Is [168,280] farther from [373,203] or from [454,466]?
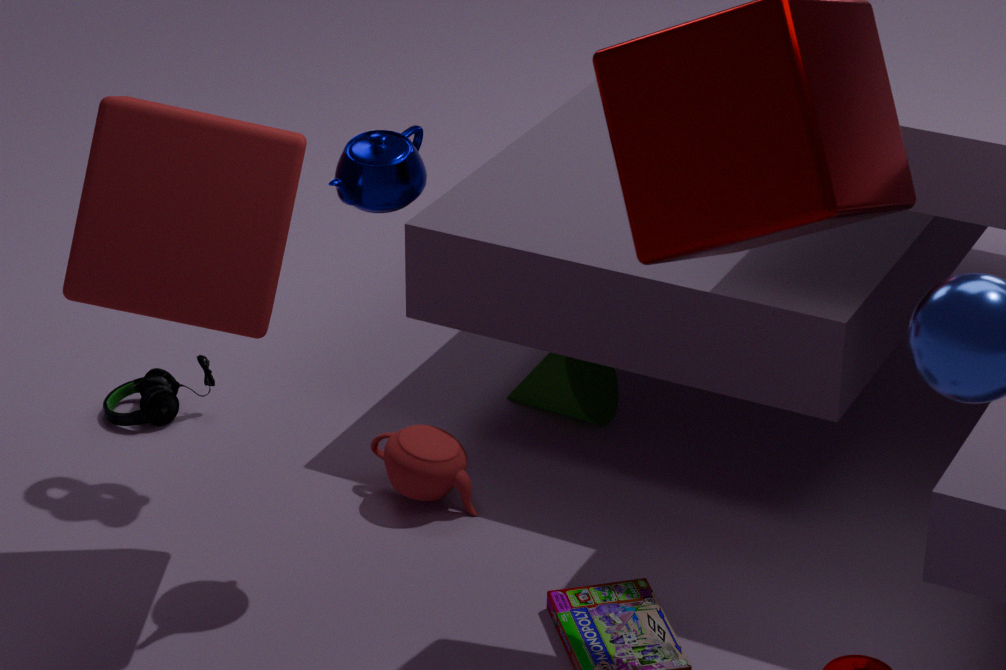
[454,466]
